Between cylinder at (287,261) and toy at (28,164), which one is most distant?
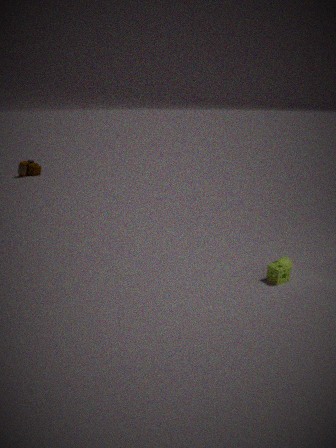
toy at (28,164)
